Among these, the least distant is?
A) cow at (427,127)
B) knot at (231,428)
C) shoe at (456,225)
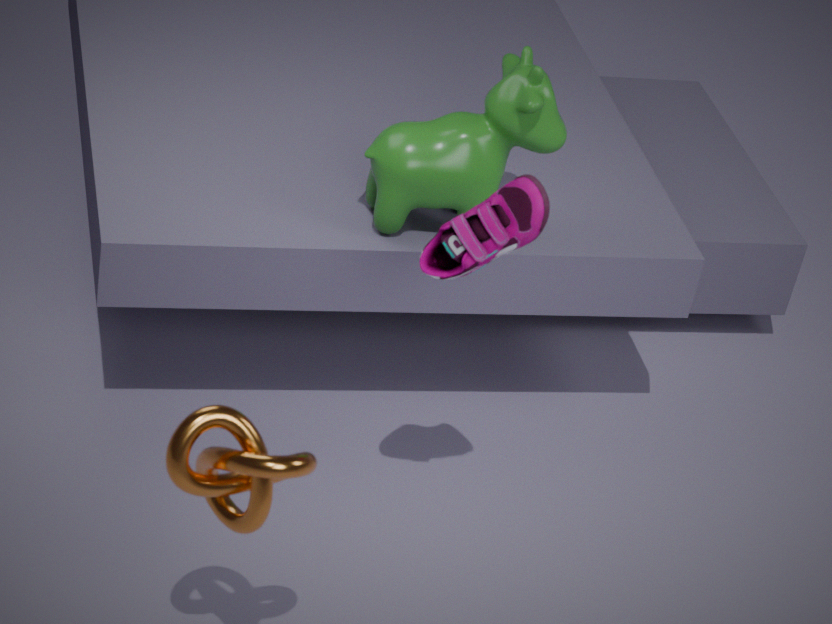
knot at (231,428)
